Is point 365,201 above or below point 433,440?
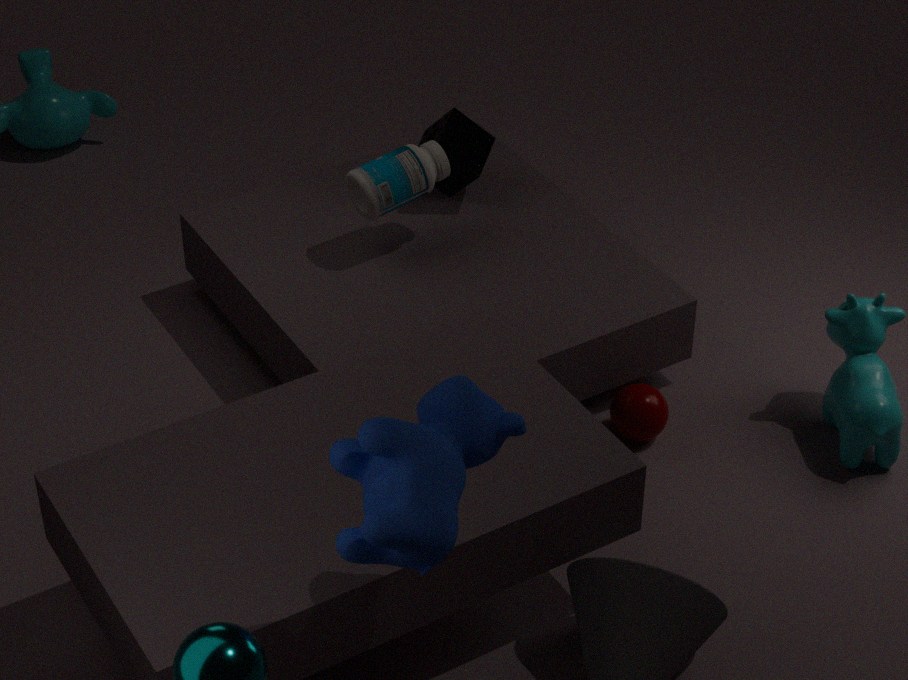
below
